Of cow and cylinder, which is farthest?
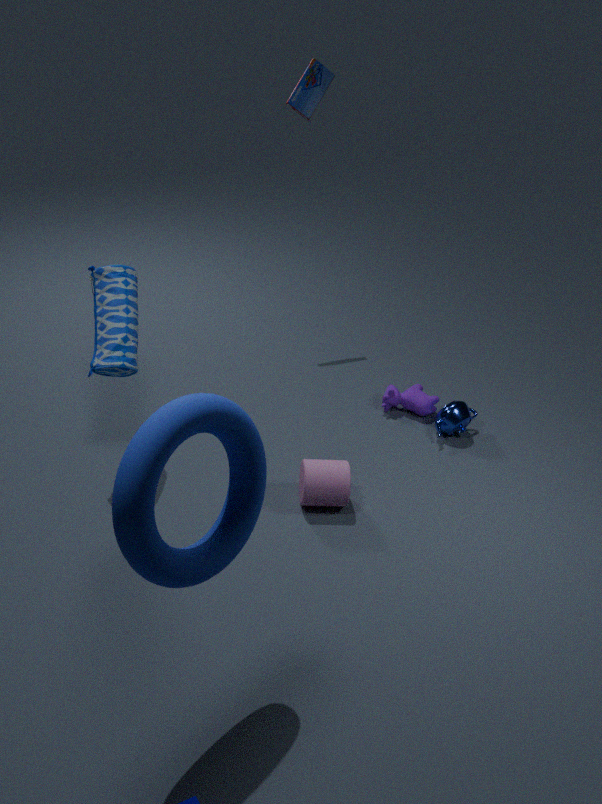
cow
